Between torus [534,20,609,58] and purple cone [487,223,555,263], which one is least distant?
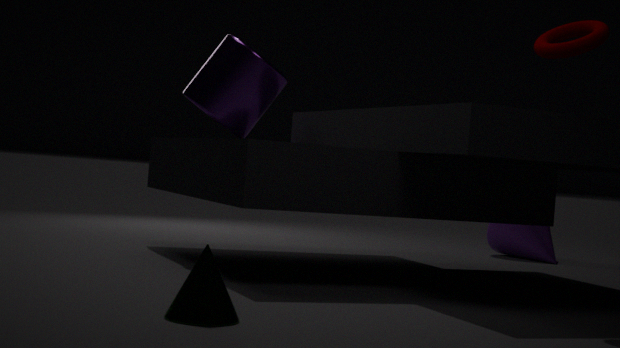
torus [534,20,609,58]
